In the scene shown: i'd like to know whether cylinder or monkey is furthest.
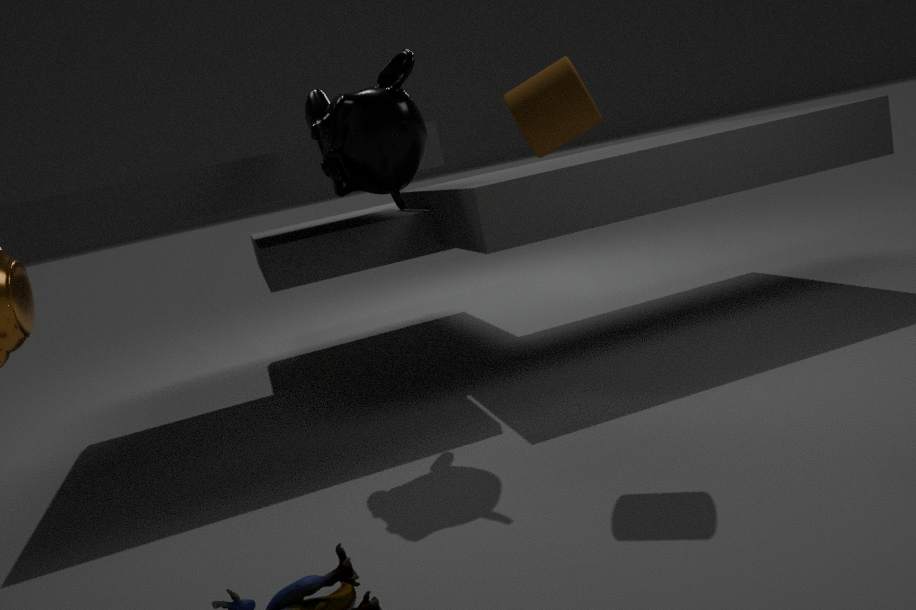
monkey
